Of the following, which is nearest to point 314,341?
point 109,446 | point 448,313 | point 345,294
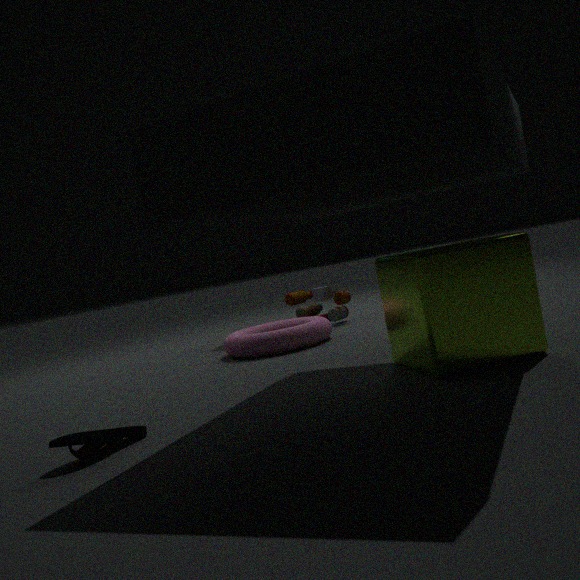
point 345,294
